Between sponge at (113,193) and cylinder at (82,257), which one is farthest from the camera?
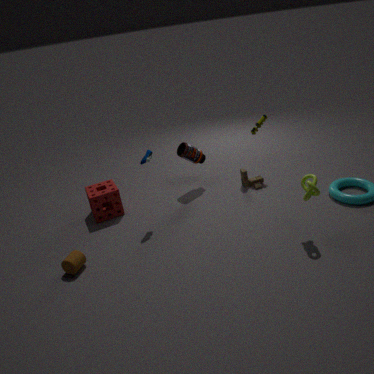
sponge at (113,193)
